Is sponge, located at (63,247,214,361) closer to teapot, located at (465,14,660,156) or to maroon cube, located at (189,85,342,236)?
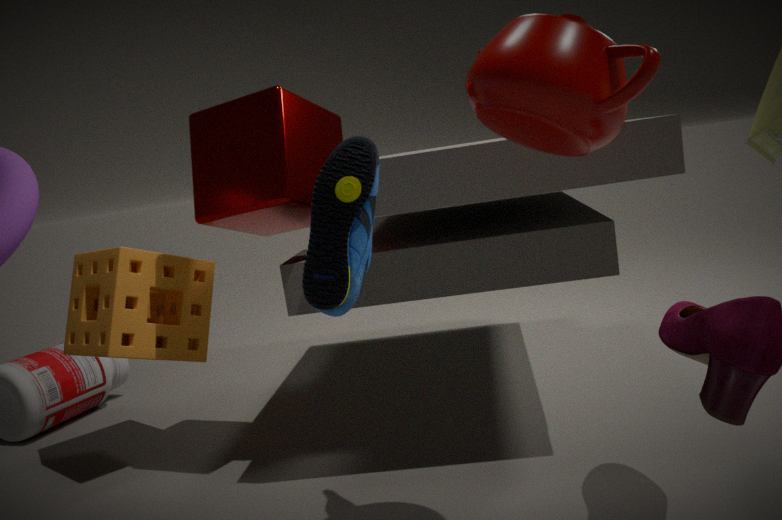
maroon cube, located at (189,85,342,236)
